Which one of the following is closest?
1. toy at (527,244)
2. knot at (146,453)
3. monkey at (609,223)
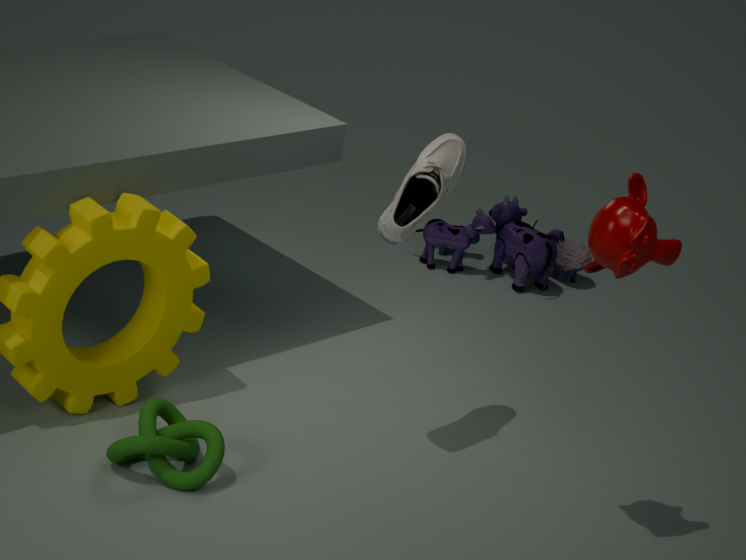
monkey at (609,223)
